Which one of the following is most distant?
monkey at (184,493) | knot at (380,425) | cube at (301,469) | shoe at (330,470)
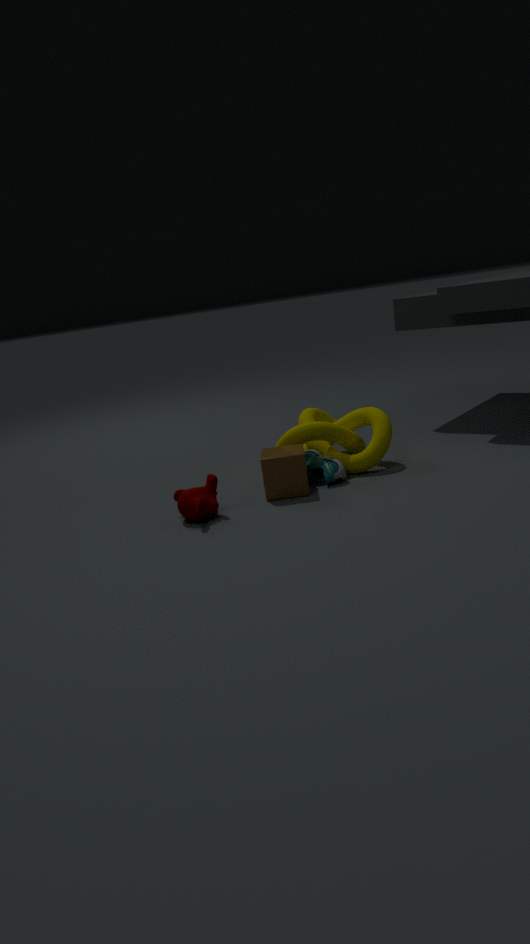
knot at (380,425)
